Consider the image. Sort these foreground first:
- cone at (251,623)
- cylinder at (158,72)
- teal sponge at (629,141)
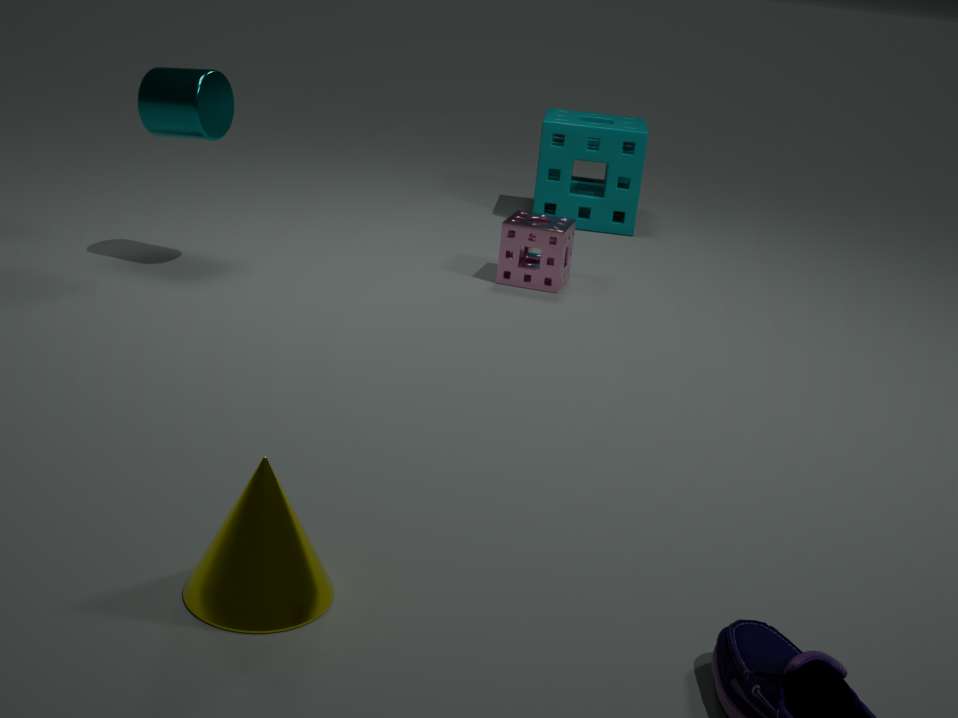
cone at (251,623) → cylinder at (158,72) → teal sponge at (629,141)
